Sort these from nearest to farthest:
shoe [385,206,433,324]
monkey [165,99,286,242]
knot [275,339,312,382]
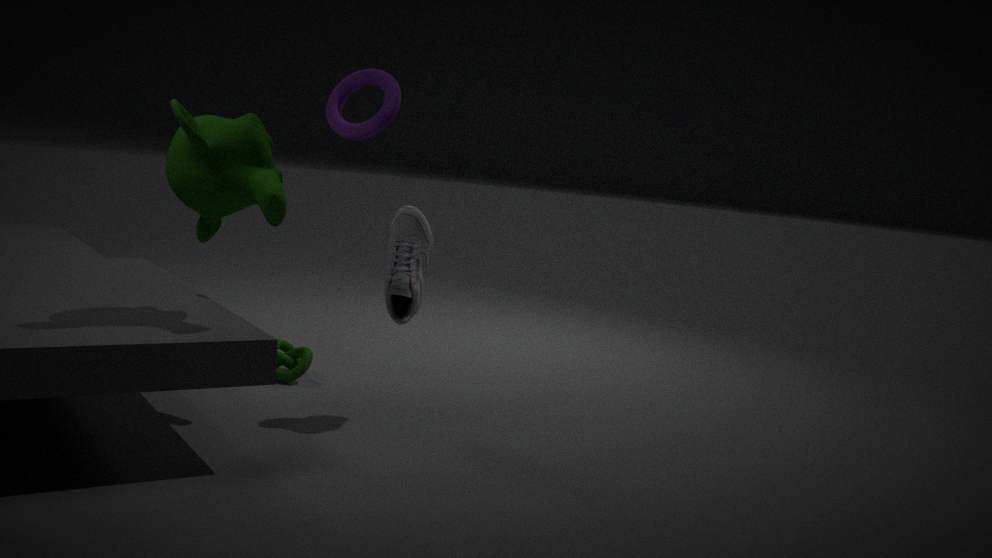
monkey [165,99,286,242] → shoe [385,206,433,324] → knot [275,339,312,382]
